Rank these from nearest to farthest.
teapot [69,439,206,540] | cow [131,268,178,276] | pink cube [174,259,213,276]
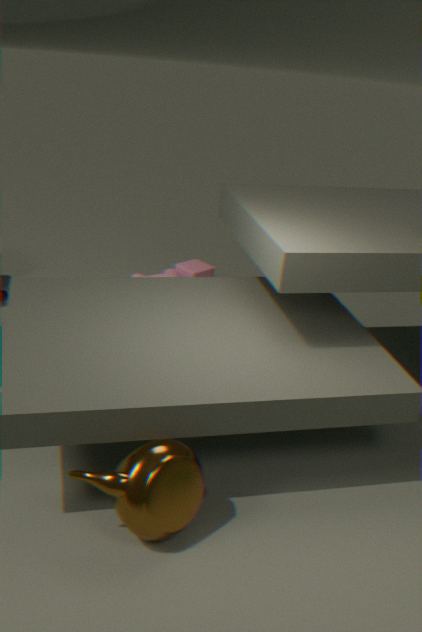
teapot [69,439,206,540] → cow [131,268,178,276] → pink cube [174,259,213,276]
